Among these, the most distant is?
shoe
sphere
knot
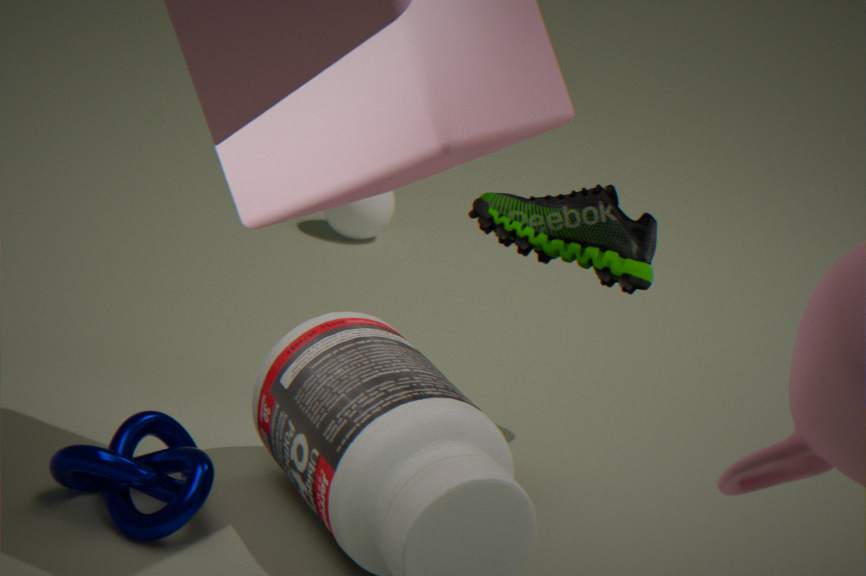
sphere
